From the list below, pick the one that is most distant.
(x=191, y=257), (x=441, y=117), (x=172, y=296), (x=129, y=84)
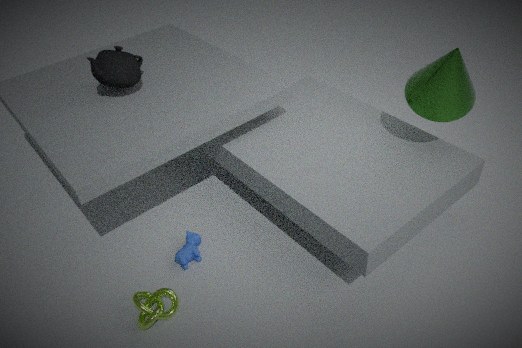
(x=129, y=84)
